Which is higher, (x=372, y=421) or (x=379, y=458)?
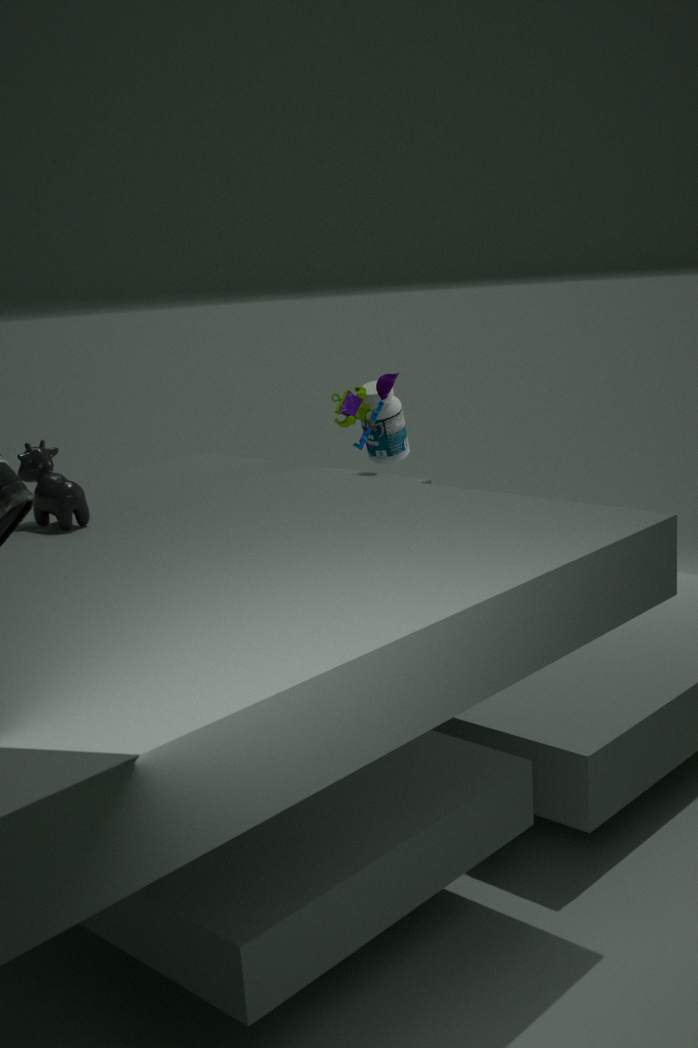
(x=372, y=421)
